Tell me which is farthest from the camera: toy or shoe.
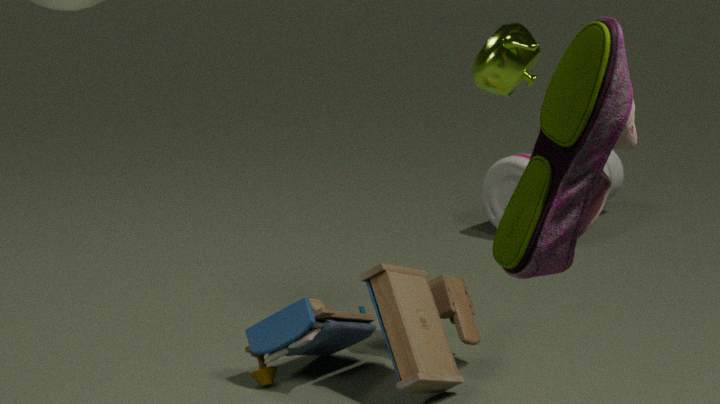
toy
